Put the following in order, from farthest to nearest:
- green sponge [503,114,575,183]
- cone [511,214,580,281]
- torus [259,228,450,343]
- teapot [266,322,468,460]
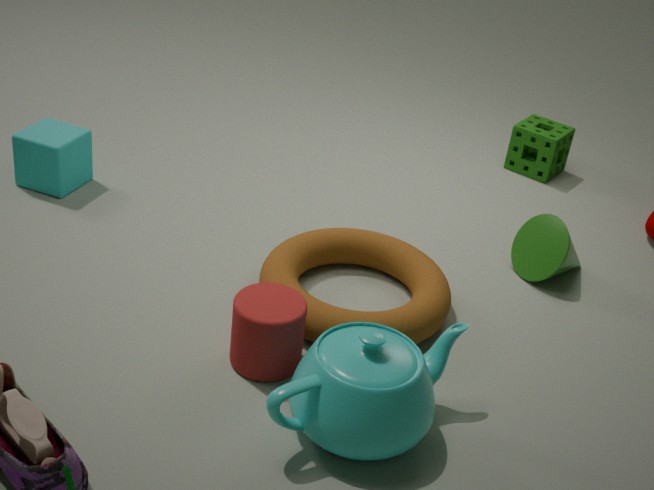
green sponge [503,114,575,183]
cone [511,214,580,281]
torus [259,228,450,343]
teapot [266,322,468,460]
